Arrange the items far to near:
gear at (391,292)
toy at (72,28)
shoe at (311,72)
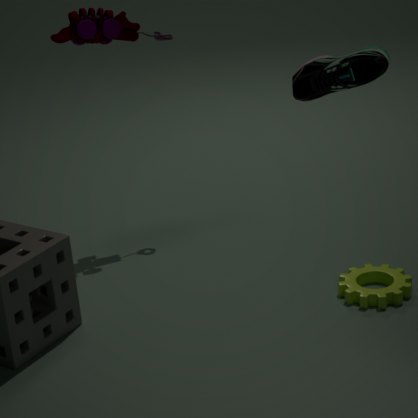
1. toy at (72,28)
2. gear at (391,292)
3. shoe at (311,72)
